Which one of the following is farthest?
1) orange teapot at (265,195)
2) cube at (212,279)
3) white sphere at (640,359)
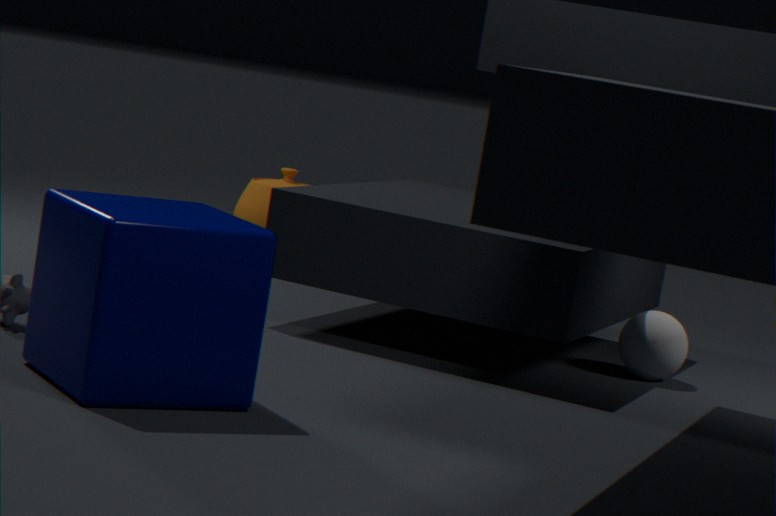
1. orange teapot at (265,195)
